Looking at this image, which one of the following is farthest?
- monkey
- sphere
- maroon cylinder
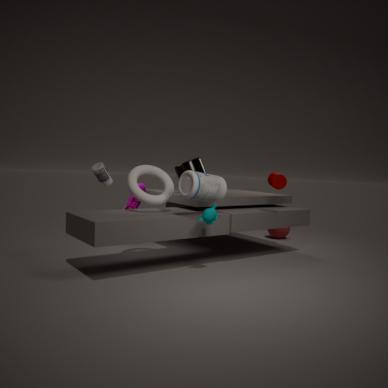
sphere
